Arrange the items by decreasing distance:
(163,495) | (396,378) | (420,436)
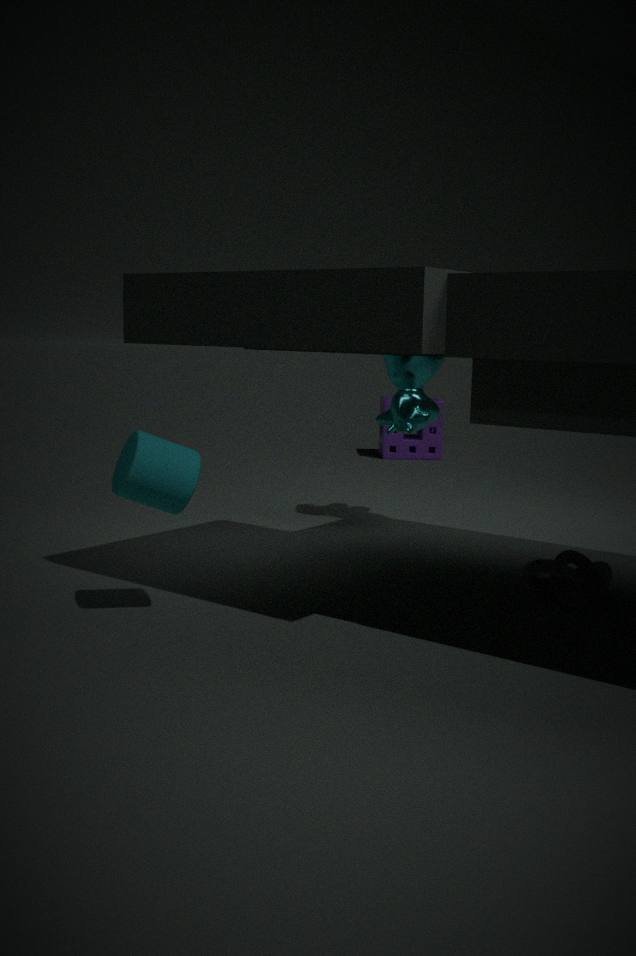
(420,436) → (396,378) → (163,495)
